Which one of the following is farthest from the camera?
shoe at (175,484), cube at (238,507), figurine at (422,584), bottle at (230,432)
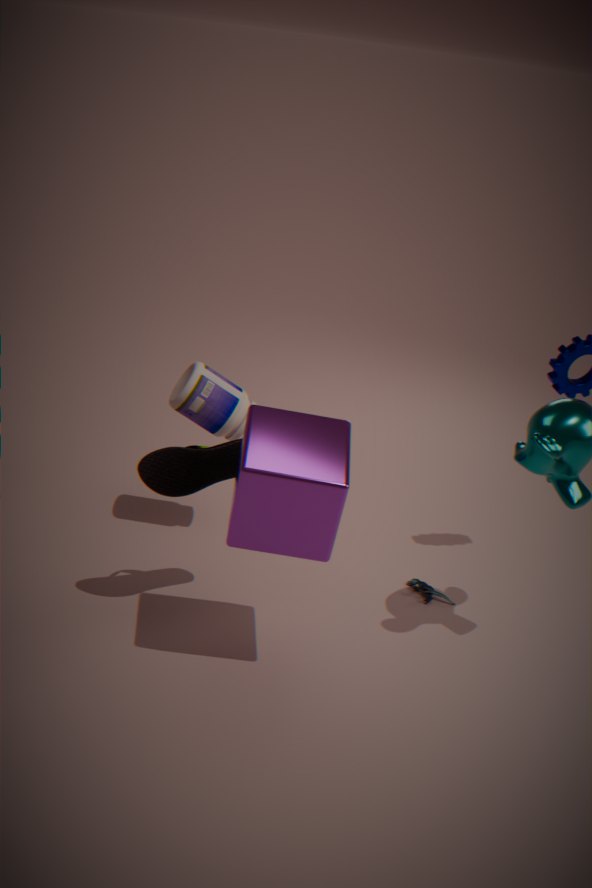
figurine at (422,584)
